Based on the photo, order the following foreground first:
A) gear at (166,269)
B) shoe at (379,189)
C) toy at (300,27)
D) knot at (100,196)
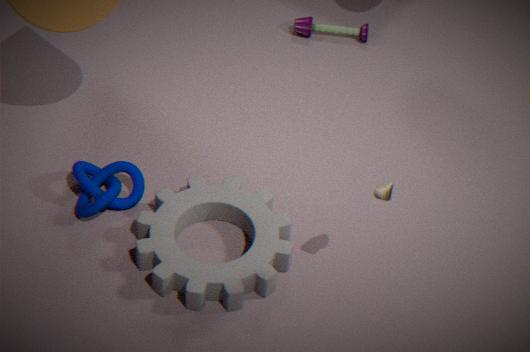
shoe at (379,189)
gear at (166,269)
knot at (100,196)
toy at (300,27)
